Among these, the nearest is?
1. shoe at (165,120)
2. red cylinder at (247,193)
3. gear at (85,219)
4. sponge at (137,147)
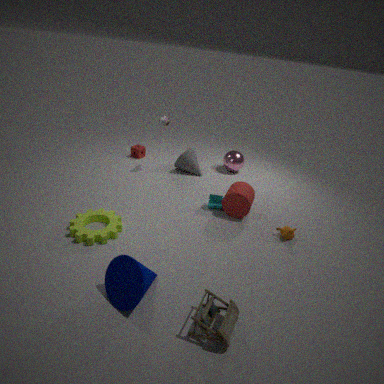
gear at (85,219)
